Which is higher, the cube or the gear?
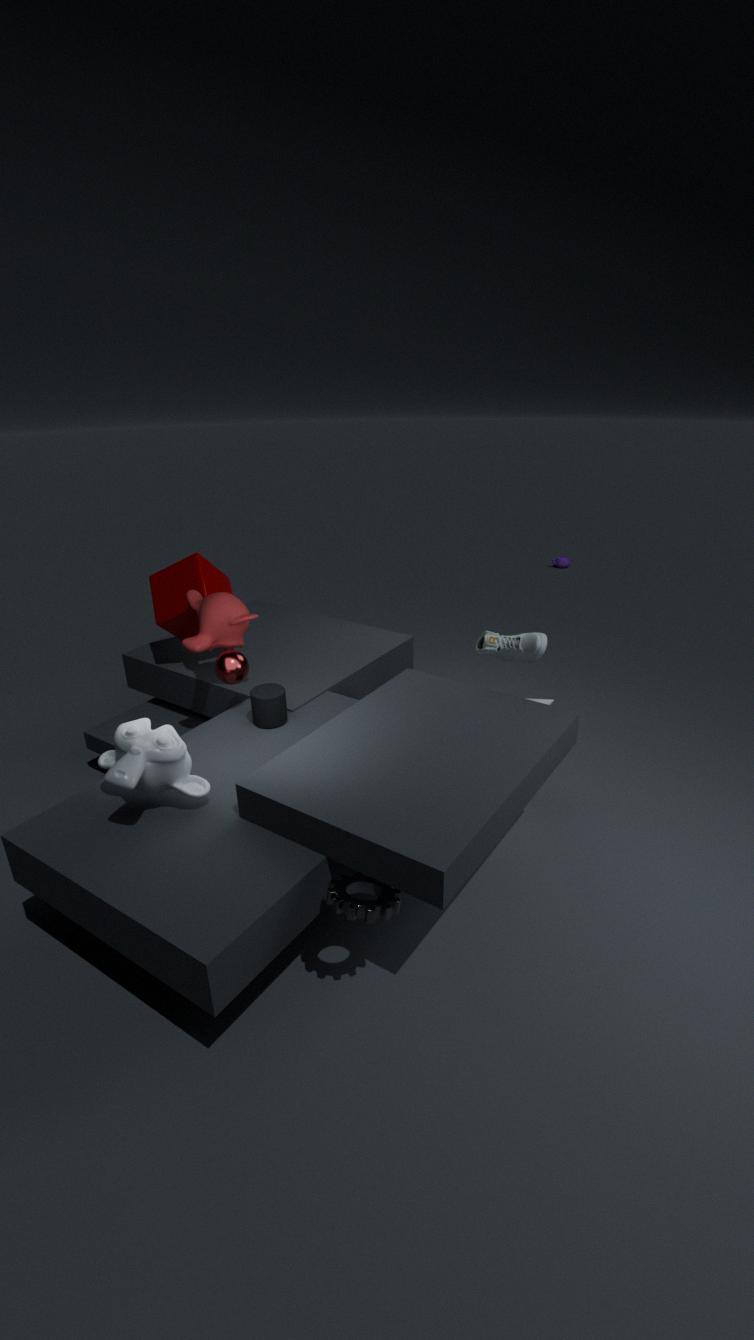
the cube
